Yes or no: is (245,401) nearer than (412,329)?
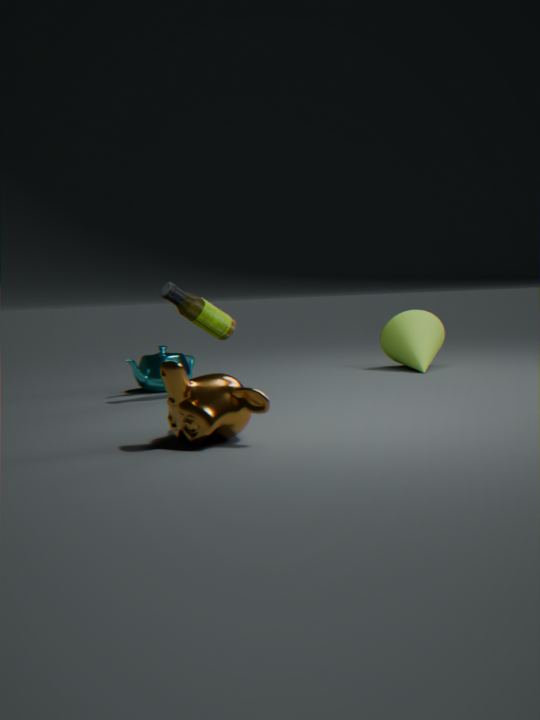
Yes
